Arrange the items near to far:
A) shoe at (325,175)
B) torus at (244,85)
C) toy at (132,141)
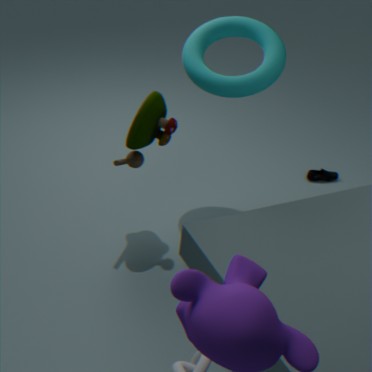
Answer: 1. toy at (132,141)
2. torus at (244,85)
3. shoe at (325,175)
